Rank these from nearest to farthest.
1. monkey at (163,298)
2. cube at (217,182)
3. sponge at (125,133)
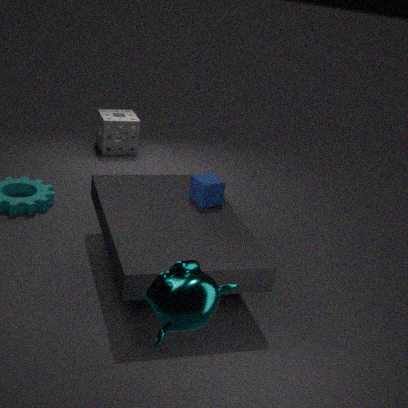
monkey at (163,298)
cube at (217,182)
sponge at (125,133)
